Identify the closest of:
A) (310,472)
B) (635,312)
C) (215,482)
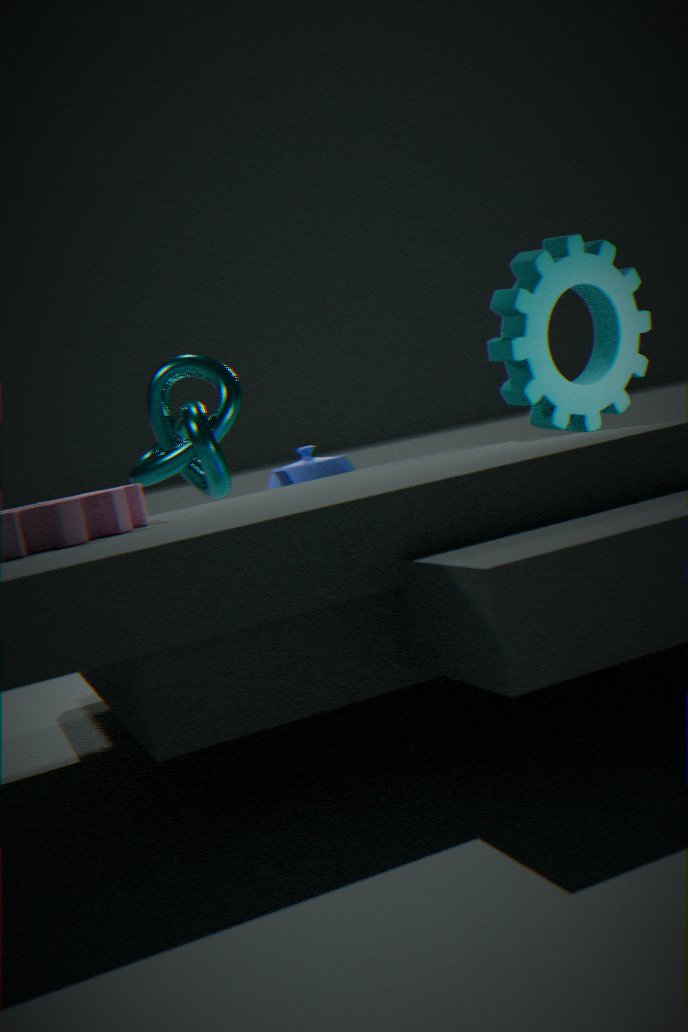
(635,312)
